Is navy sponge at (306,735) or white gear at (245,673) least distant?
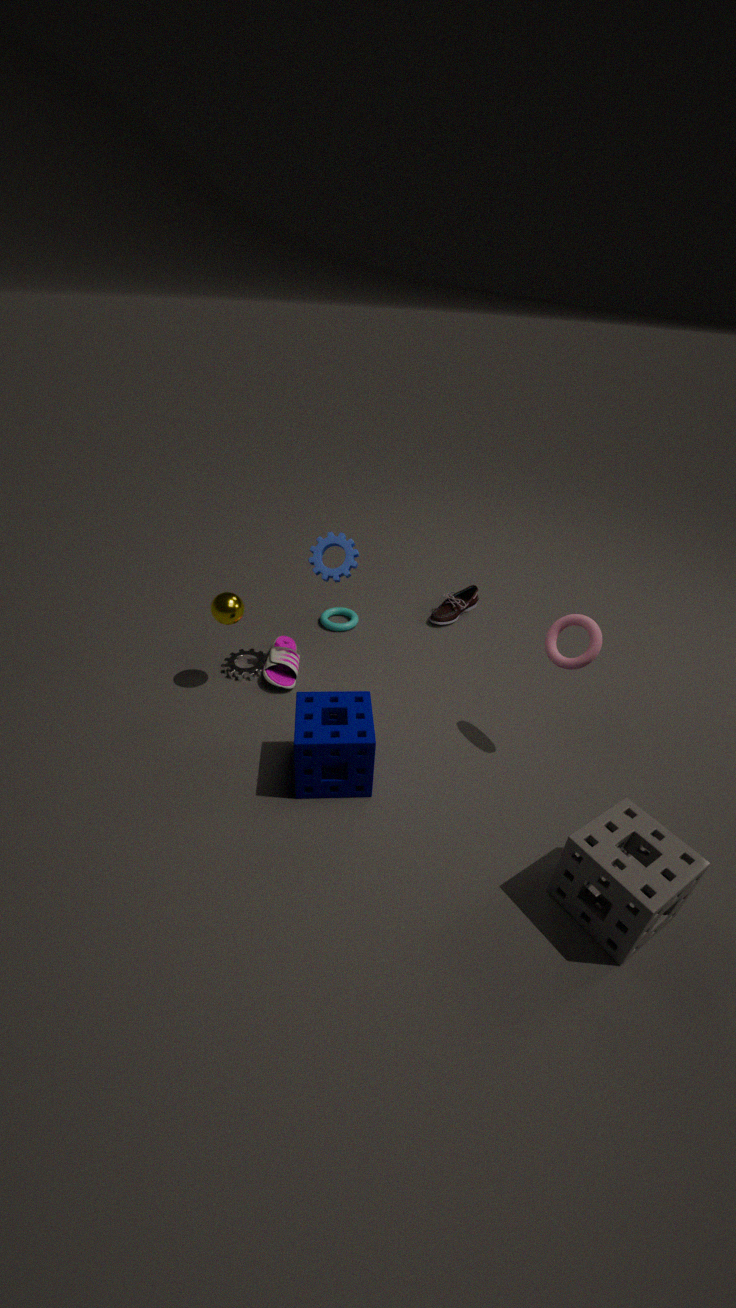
navy sponge at (306,735)
